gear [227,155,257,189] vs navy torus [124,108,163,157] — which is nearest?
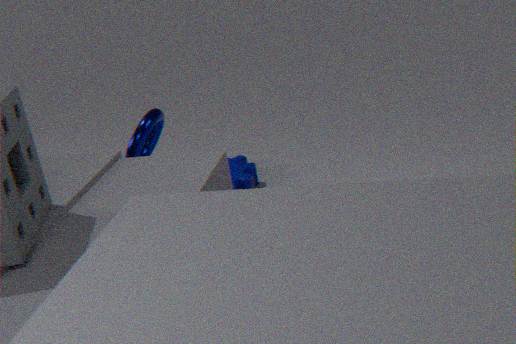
navy torus [124,108,163,157]
